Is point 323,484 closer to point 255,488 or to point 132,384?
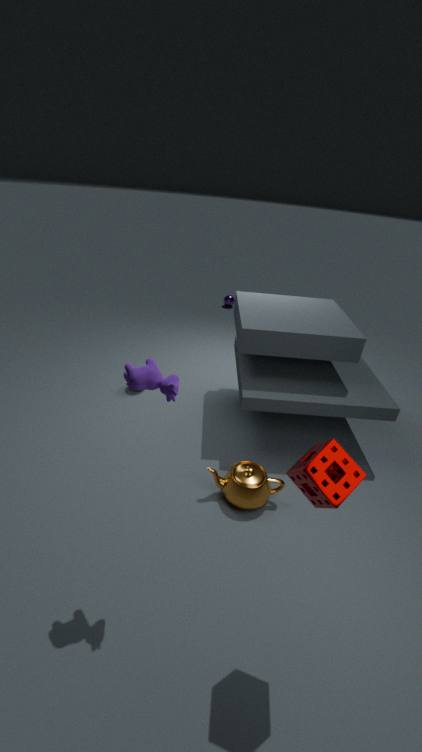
point 132,384
